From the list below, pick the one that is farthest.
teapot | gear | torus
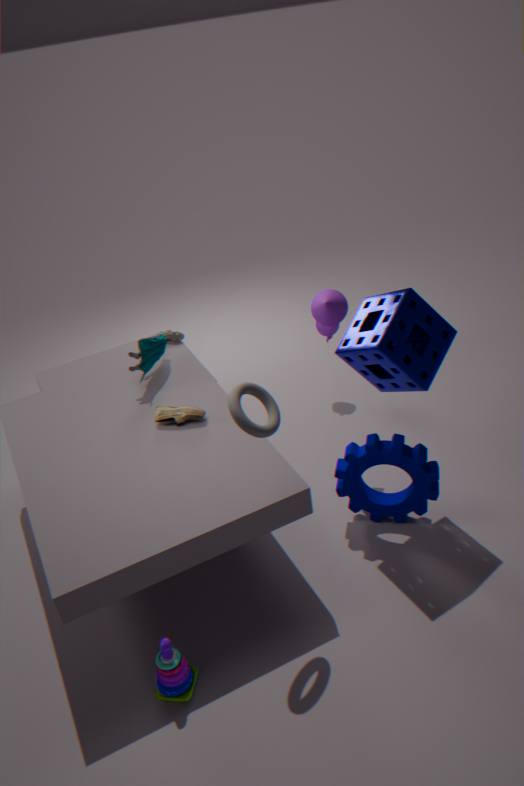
teapot
